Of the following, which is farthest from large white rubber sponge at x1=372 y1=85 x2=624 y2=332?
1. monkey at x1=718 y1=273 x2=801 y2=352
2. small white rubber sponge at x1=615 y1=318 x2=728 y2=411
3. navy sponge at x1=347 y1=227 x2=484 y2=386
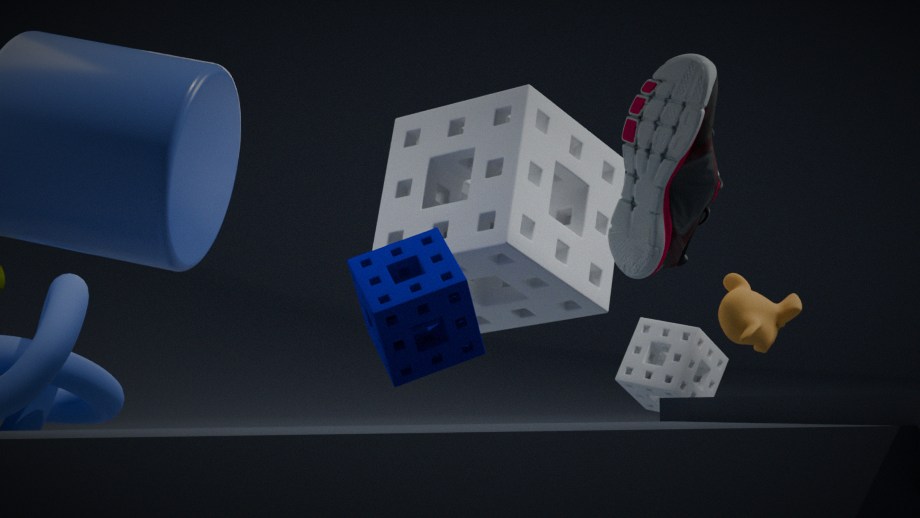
small white rubber sponge at x1=615 y1=318 x2=728 y2=411
